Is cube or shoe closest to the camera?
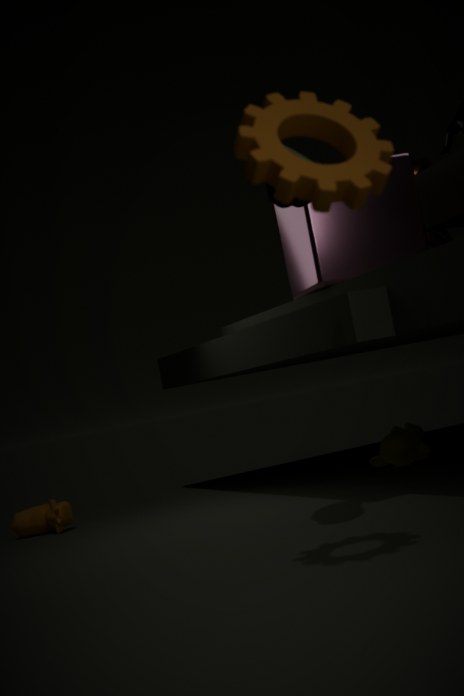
shoe
